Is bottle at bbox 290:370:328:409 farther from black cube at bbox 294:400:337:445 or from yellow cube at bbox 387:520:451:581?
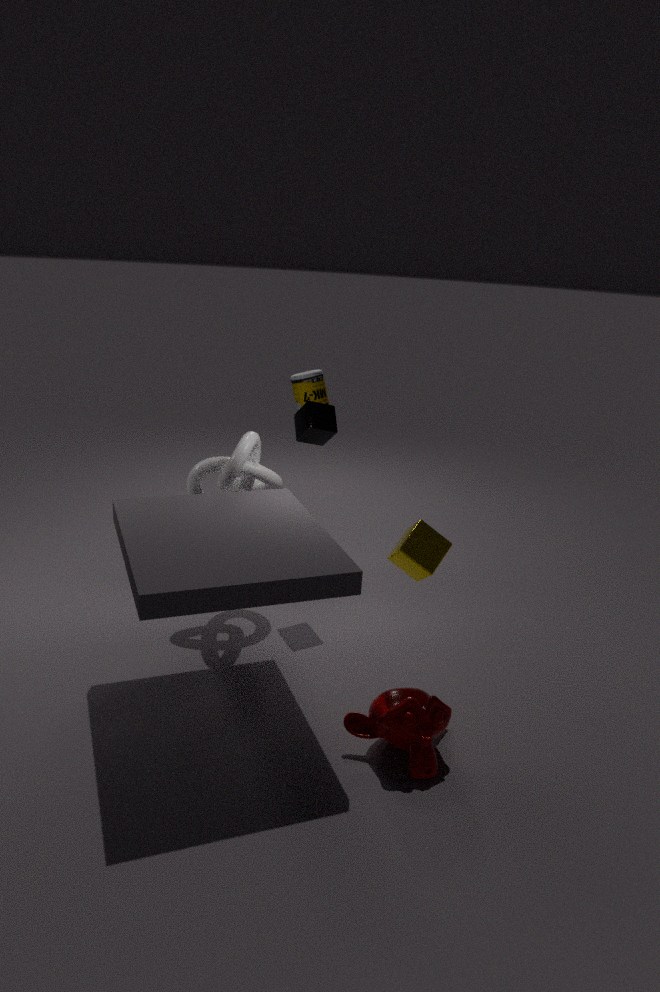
yellow cube at bbox 387:520:451:581
